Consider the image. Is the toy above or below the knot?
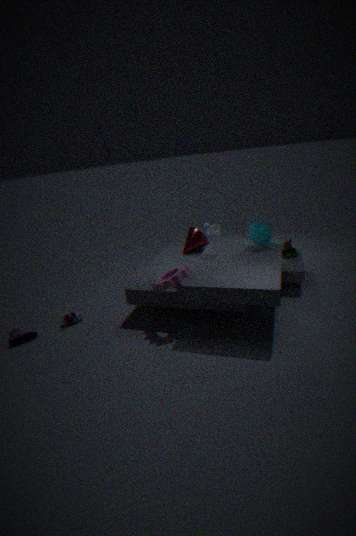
below
